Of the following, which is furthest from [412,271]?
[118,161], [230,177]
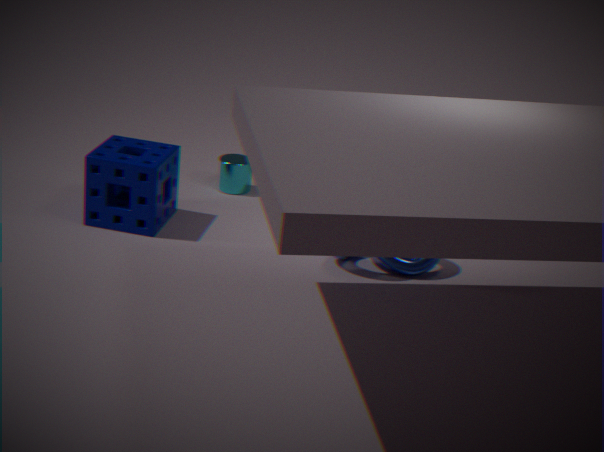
[118,161]
